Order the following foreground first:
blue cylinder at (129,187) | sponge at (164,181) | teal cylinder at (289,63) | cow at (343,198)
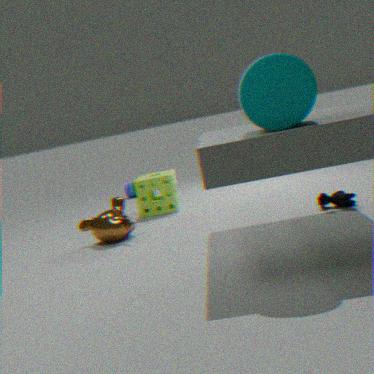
1. teal cylinder at (289,63)
2. cow at (343,198)
3. sponge at (164,181)
4. blue cylinder at (129,187)
